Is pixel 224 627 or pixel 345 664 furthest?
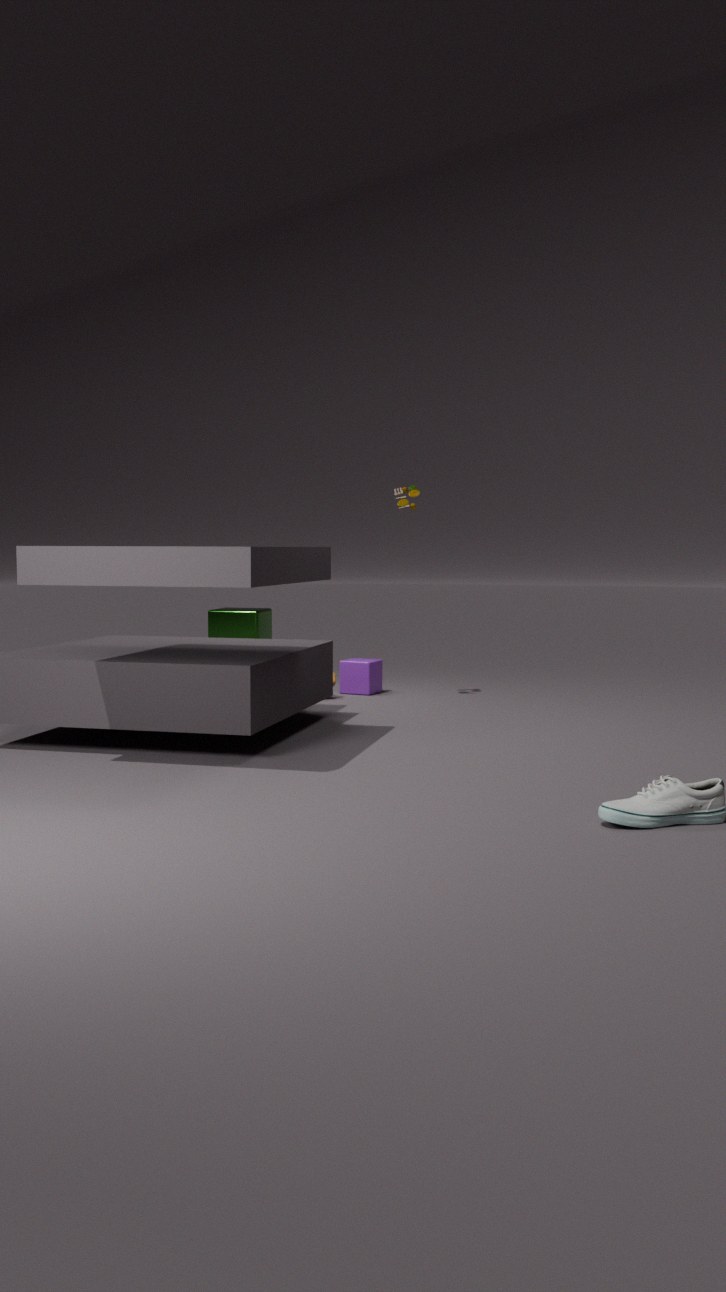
pixel 224 627
